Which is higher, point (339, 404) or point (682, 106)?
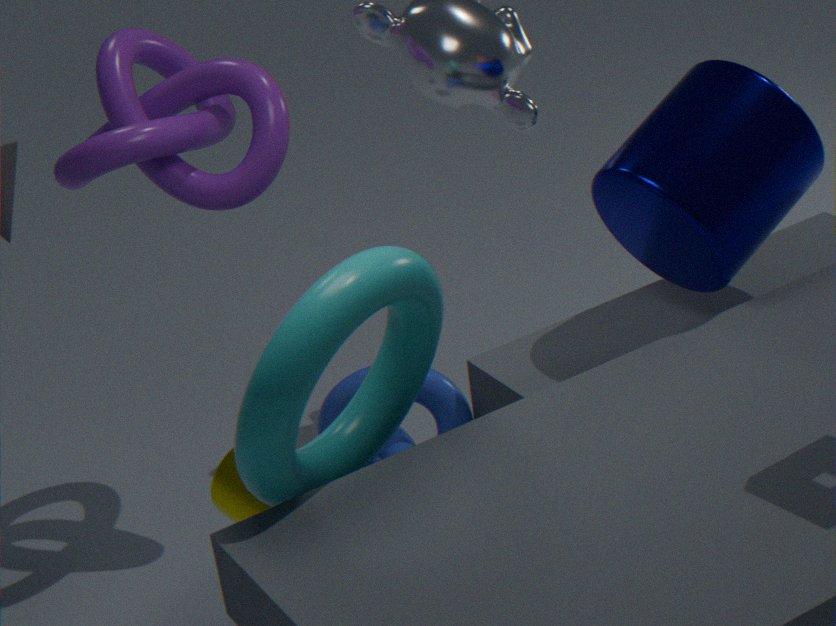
point (682, 106)
